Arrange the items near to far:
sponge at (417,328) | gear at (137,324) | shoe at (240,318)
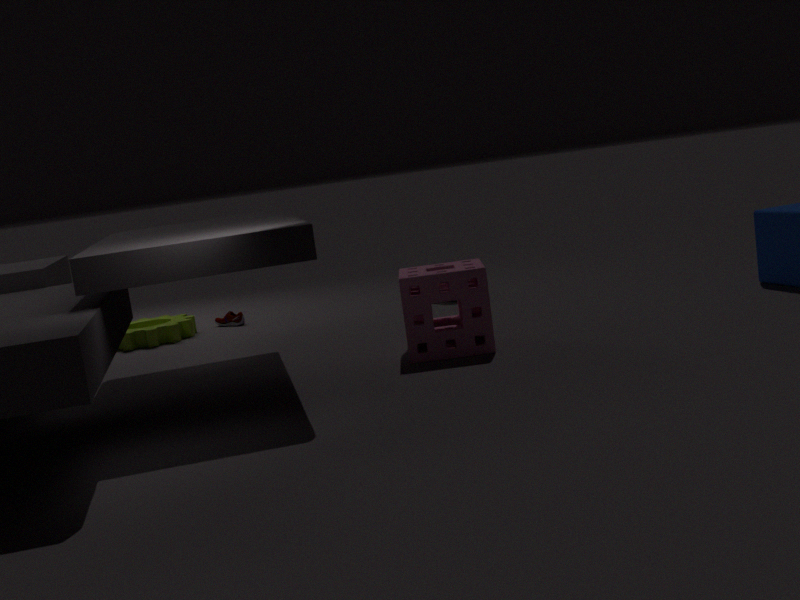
sponge at (417,328), gear at (137,324), shoe at (240,318)
